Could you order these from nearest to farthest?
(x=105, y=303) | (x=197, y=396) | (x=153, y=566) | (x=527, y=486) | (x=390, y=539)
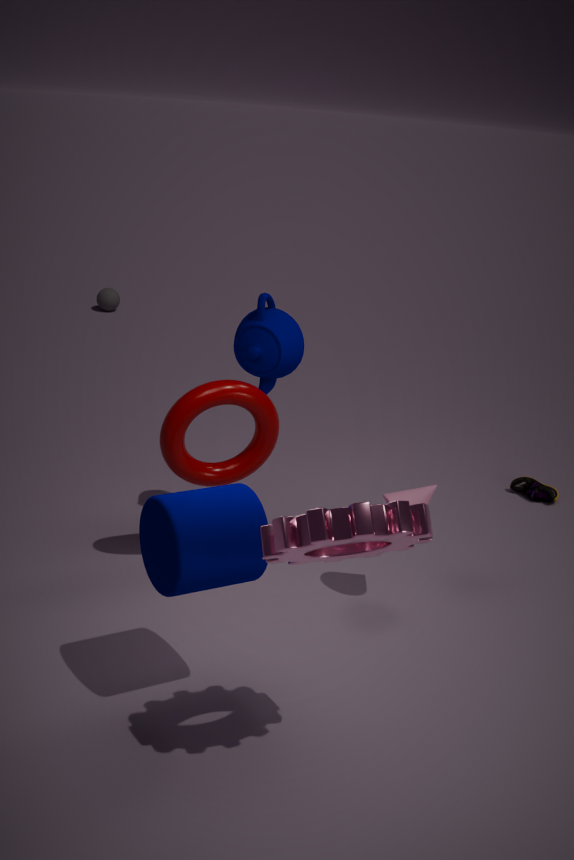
(x=390, y=539), (x=153, y=566), (x=197, y=396), (x=527, y=486), (x=105, y=303)
